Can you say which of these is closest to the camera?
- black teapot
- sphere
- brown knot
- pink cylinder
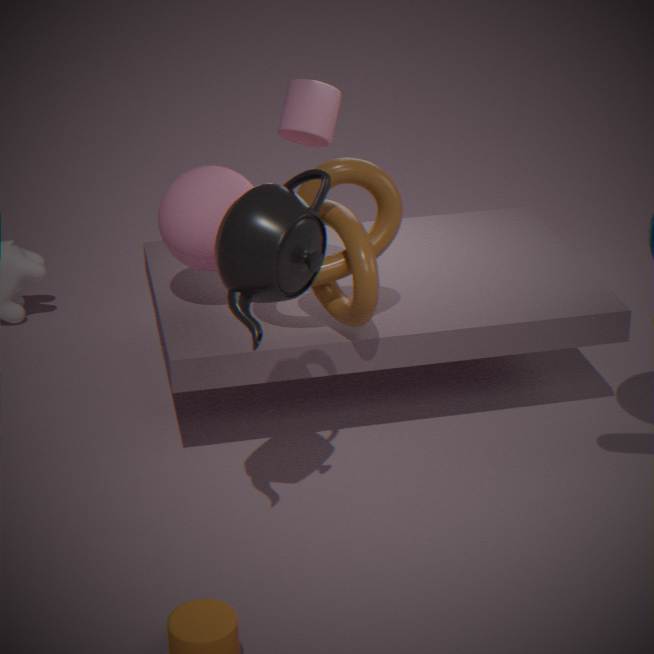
black teapot
